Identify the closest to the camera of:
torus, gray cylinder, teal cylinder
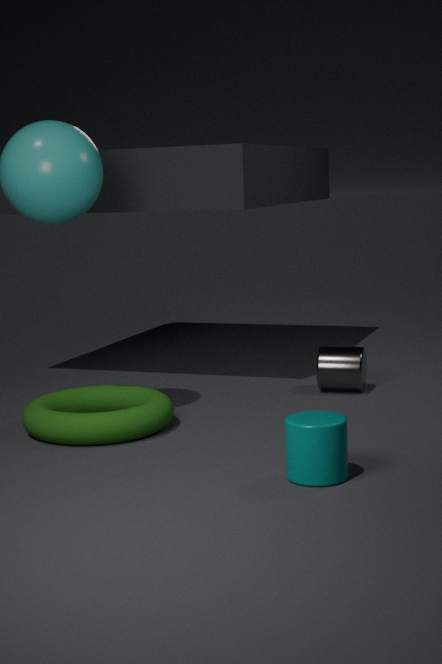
teal cylinder
